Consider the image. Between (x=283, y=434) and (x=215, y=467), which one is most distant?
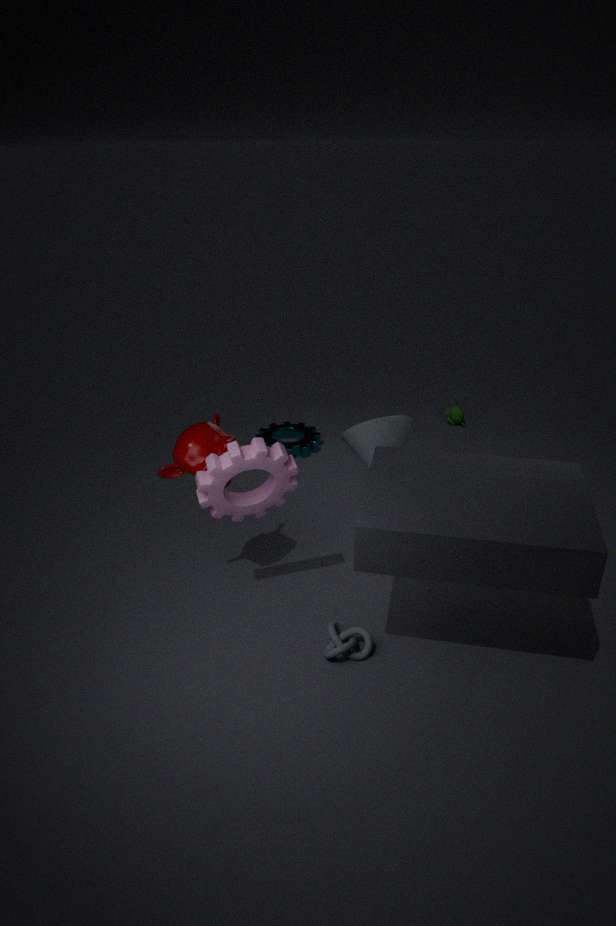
(x=283, y=434)
